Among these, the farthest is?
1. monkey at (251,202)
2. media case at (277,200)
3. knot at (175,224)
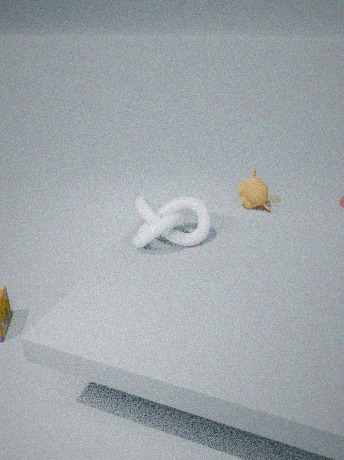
media case at (277,200)
